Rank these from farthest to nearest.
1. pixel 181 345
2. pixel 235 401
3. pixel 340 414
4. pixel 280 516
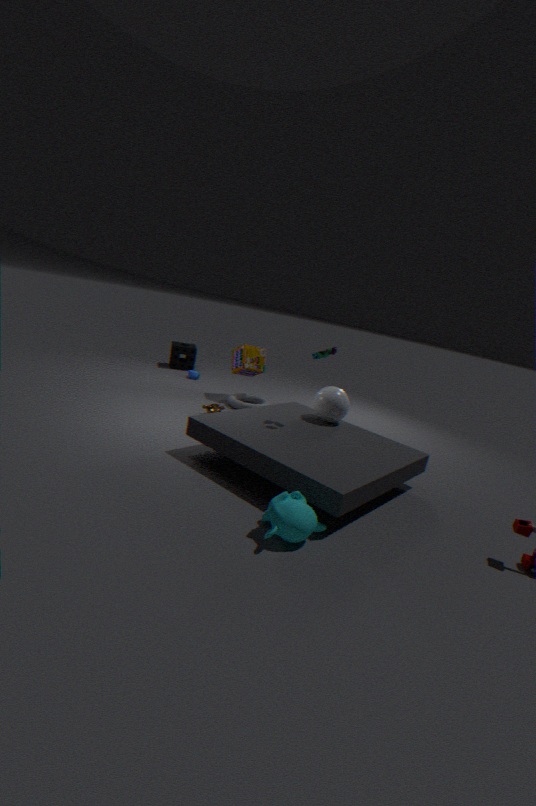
pixel 181 345 → pixel 235 401 → pixel 340 414 → pixel 280 516
